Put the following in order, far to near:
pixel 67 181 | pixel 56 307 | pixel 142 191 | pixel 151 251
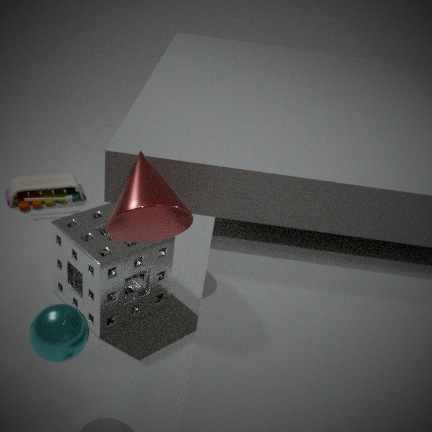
pixel 67 181 < pixel 151 251 < pixel 56 307 < pixel 142 191
